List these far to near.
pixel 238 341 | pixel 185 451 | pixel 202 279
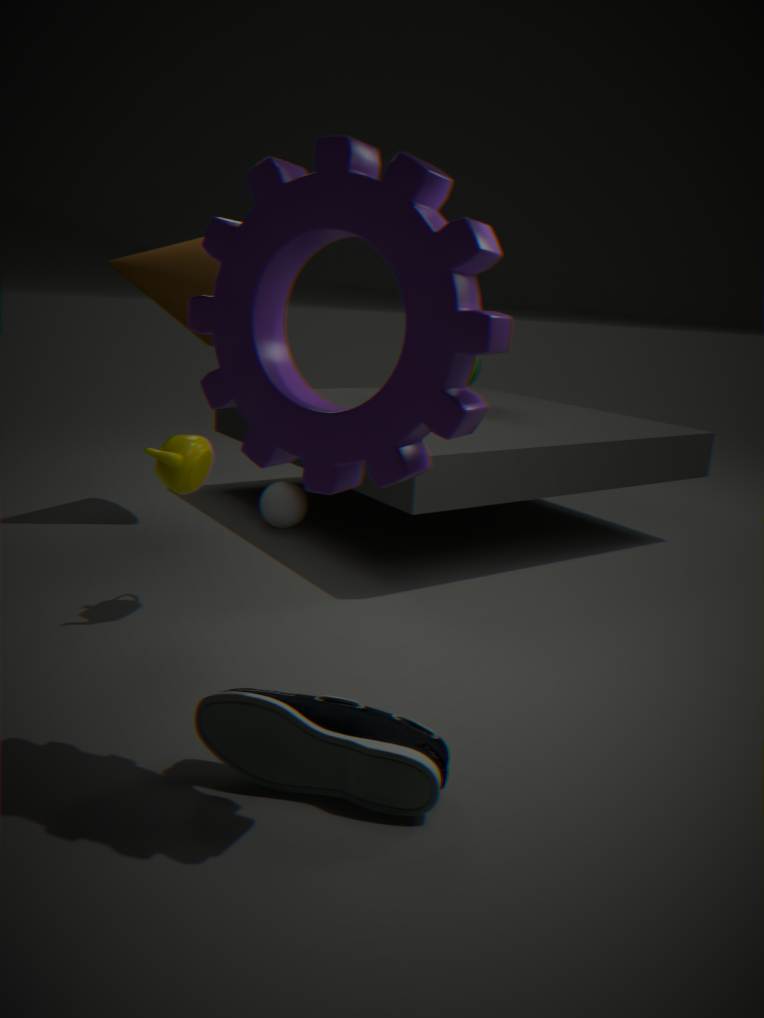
1. pixel 202 279
2. pixel 185 451
3. pixel 238 341
